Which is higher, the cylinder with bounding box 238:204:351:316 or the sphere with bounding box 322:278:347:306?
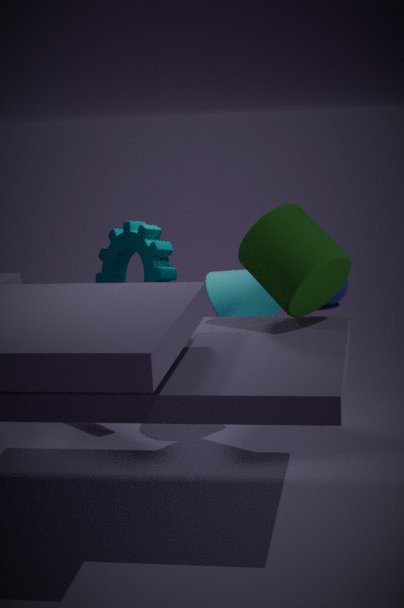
the cylinder with bounding box 238:204:351:316
